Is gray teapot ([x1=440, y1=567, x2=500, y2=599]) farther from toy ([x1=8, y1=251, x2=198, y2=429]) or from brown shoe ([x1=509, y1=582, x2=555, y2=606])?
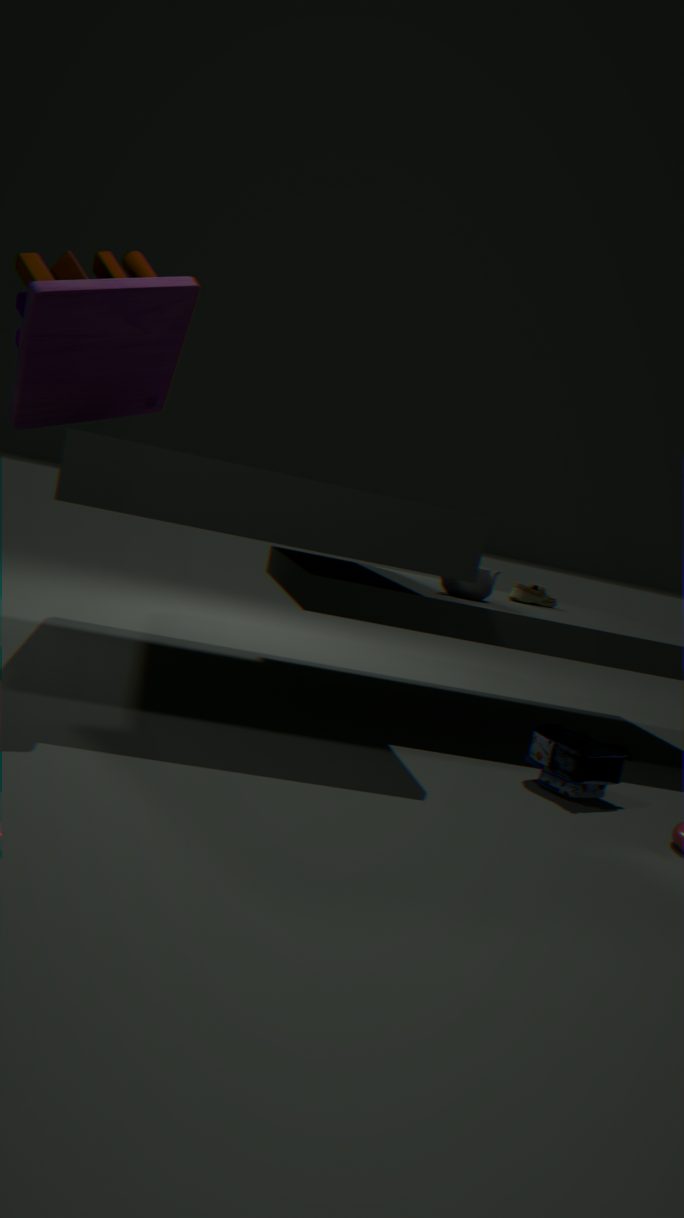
toy ([x1=8, y1=251, x2=198, y2=429])
